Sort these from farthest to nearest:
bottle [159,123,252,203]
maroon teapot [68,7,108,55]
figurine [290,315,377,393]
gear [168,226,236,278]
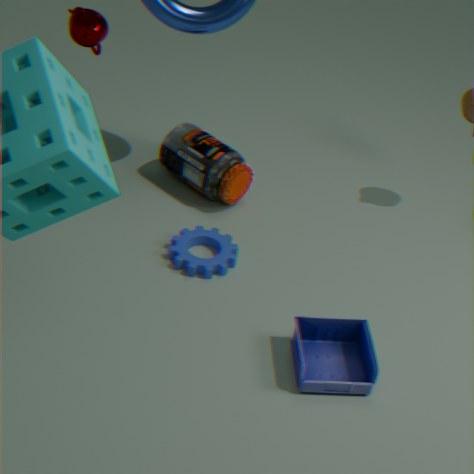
bottle [159,123,252,203] → maroon teapot [68,7,108,55] → gear [168,226,236,278] → figurine [290,315,377,393]
